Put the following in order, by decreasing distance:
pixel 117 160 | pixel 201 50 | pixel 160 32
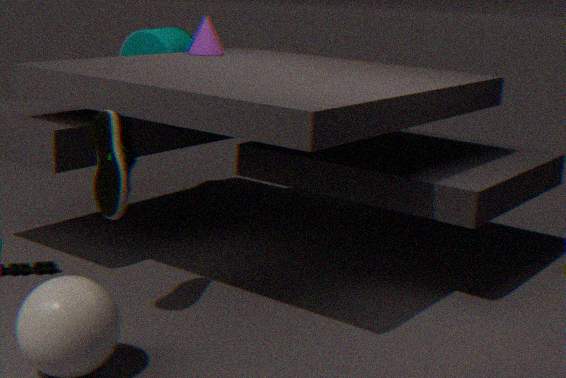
pixel 160 32 → pixel 201 50 → pixel 117 160
